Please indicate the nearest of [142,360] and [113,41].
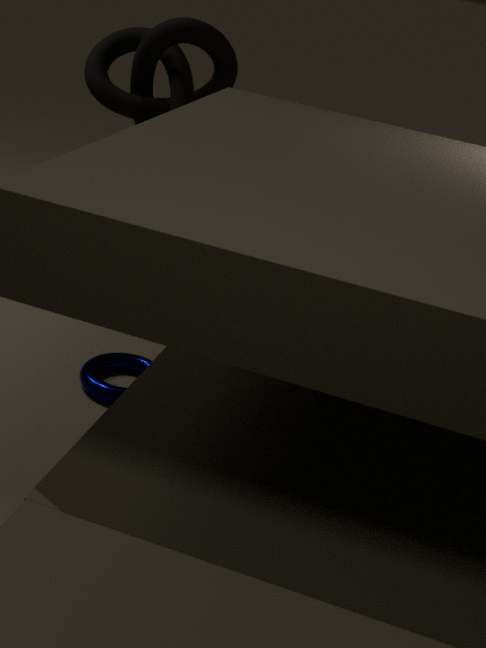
[142,360]
